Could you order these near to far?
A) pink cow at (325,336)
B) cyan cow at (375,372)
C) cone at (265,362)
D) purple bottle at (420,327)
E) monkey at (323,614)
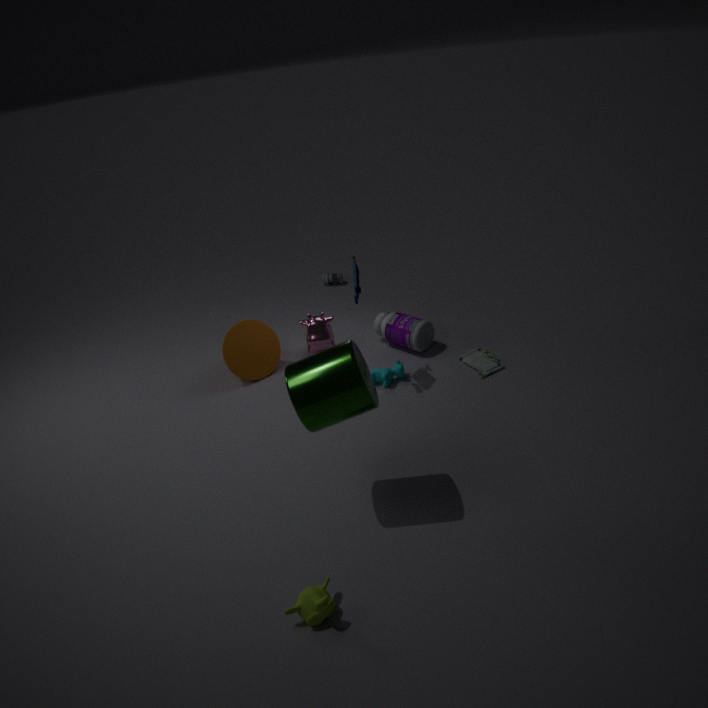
monkey at (323,614) → cyan cow at (375,372) → pink cow at (325,336) → cone at (265,362) → purple bottle at (420,327)
